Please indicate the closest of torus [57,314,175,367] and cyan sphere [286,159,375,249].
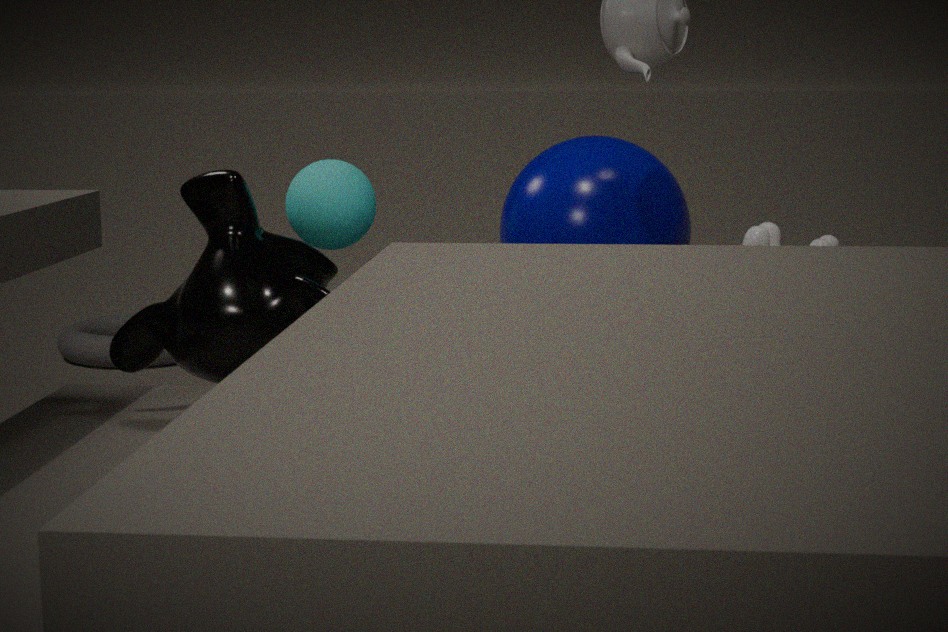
cyan sphere [286,159,375,249]
